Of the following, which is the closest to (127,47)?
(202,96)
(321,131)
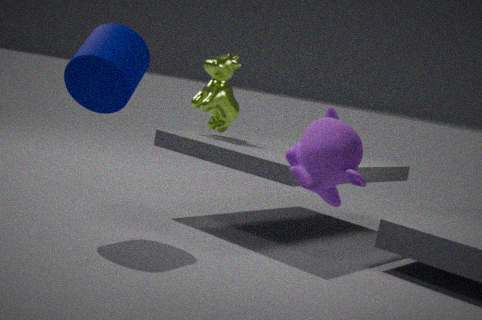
(202,96)
